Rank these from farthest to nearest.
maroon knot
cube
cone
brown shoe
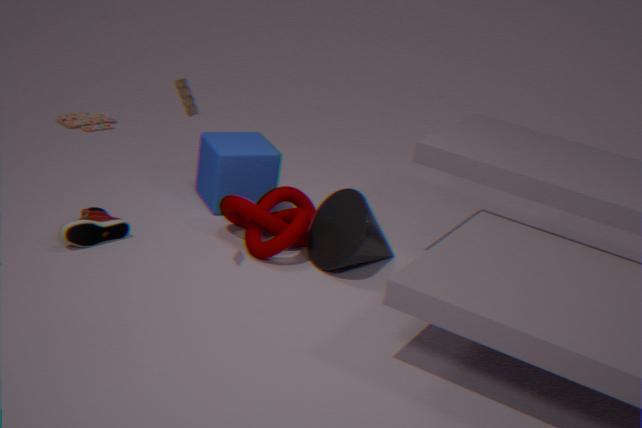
cube, maroon knot, cone, brown shoe
